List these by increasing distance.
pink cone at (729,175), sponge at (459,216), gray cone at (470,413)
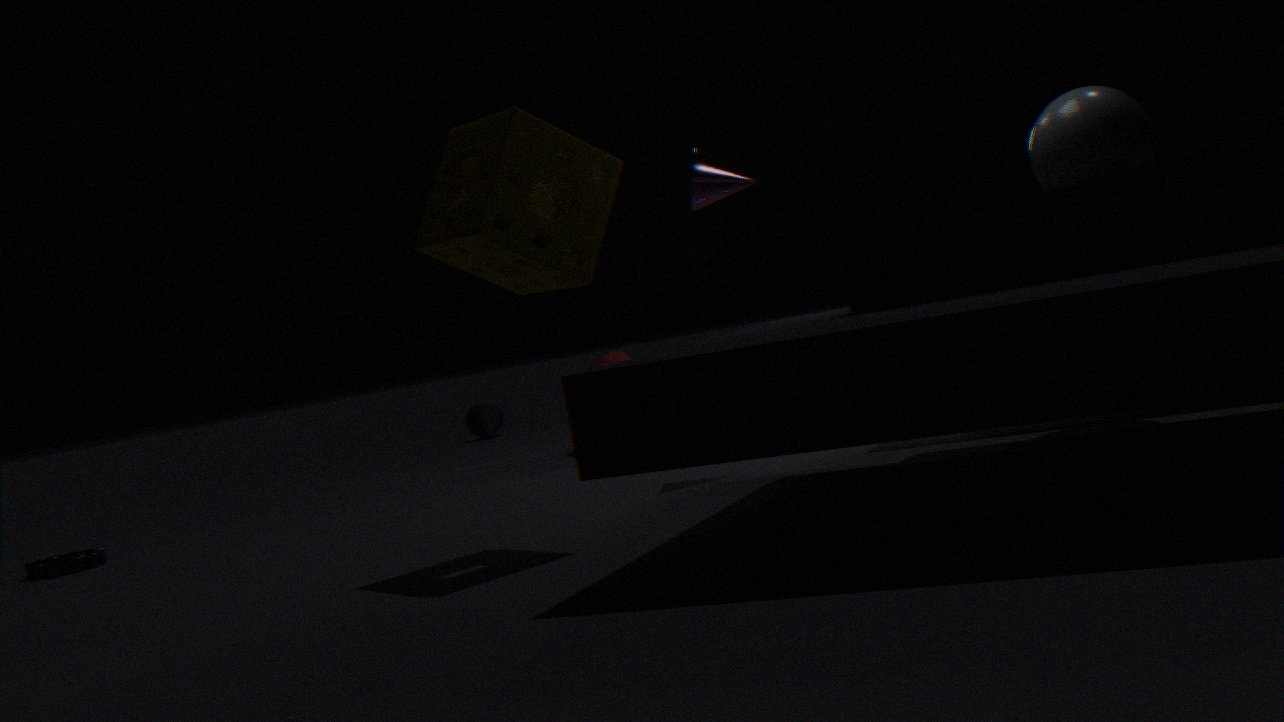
sponge at (459,216) < pink cone at (729,175) < gray cone at (470,413)
